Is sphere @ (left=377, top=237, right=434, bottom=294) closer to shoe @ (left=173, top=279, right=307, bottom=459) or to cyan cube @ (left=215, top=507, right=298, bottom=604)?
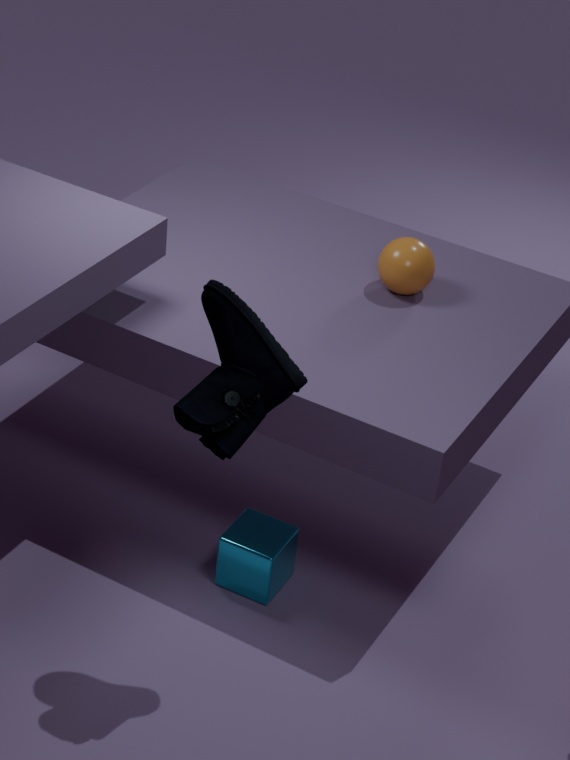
cyan cube @ (left=215, top=507, right=298, bottom=604)
